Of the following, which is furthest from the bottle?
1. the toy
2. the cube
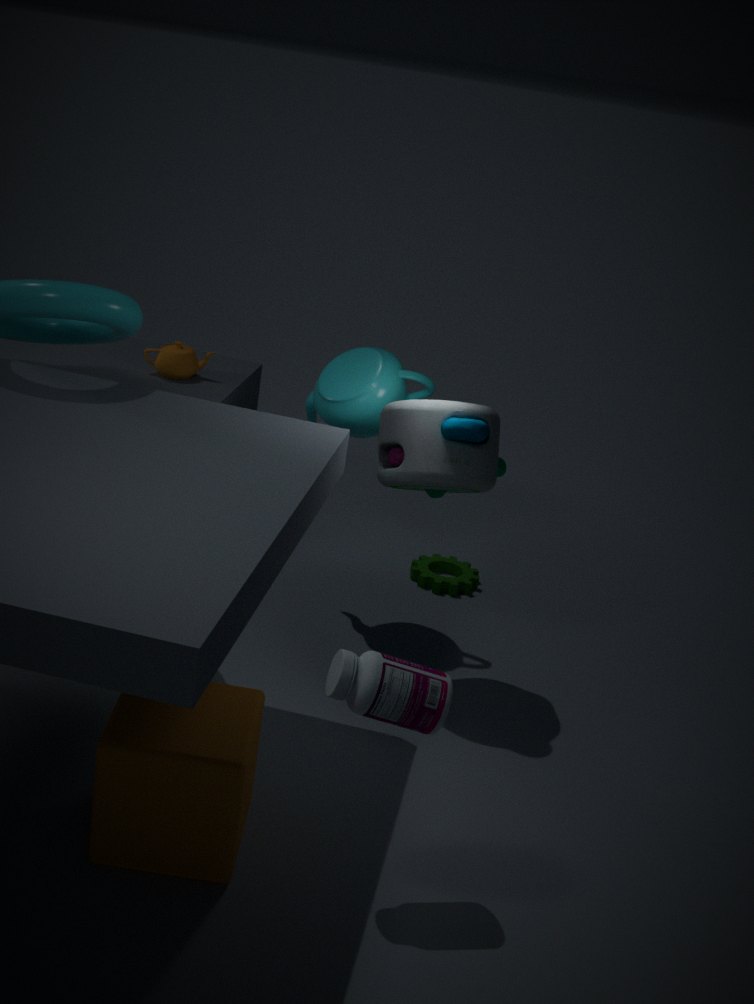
the toy
